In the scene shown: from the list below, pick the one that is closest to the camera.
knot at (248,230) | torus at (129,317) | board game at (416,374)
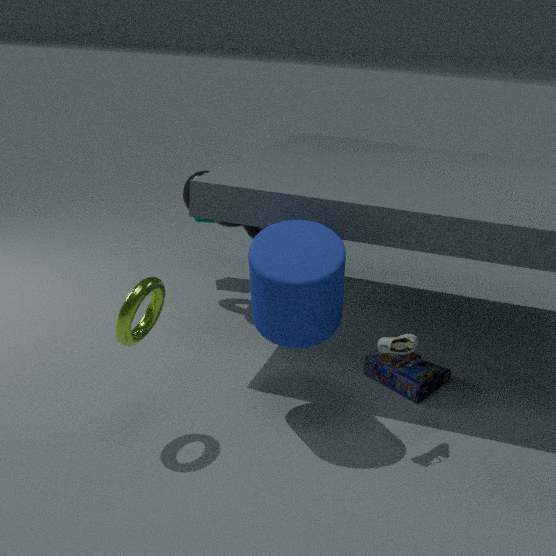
torus at (129,317)
